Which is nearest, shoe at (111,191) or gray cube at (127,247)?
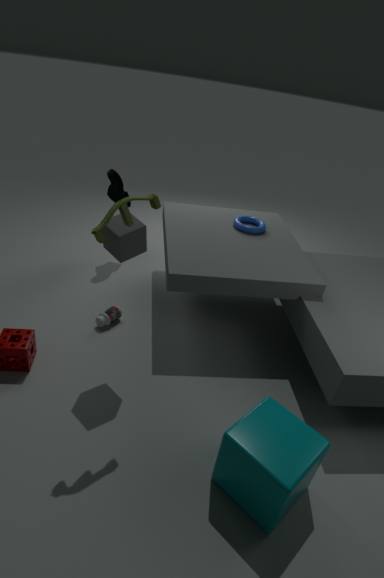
gray cube at (127,247)
